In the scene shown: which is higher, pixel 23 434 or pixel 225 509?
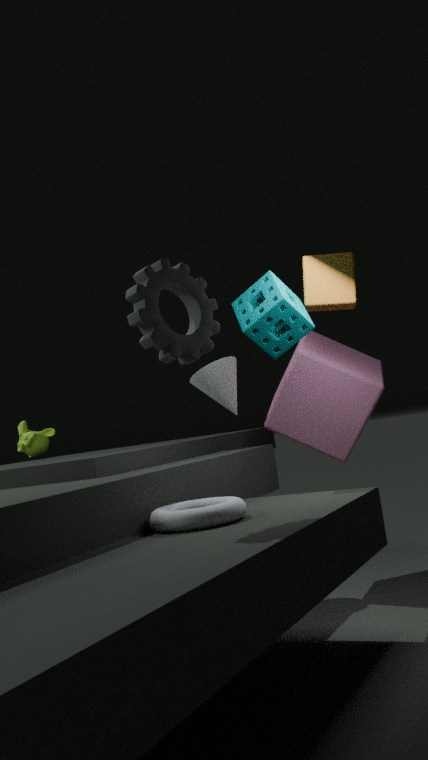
pixel 23 434
